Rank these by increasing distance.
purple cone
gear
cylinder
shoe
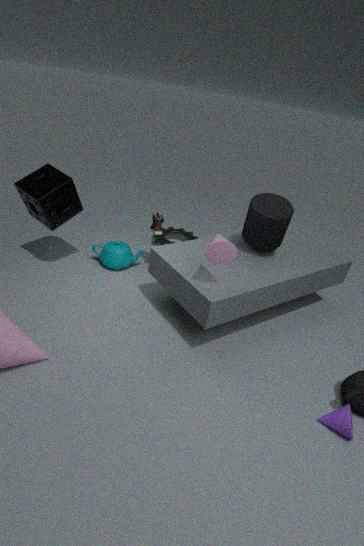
purple cone
cylinder
shoe
gear
